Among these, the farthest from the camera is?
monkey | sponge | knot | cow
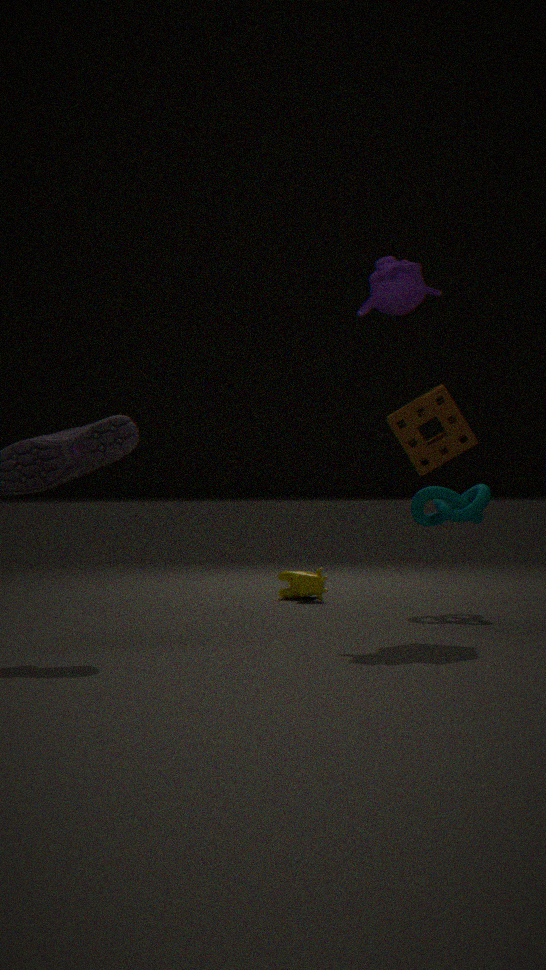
cow
